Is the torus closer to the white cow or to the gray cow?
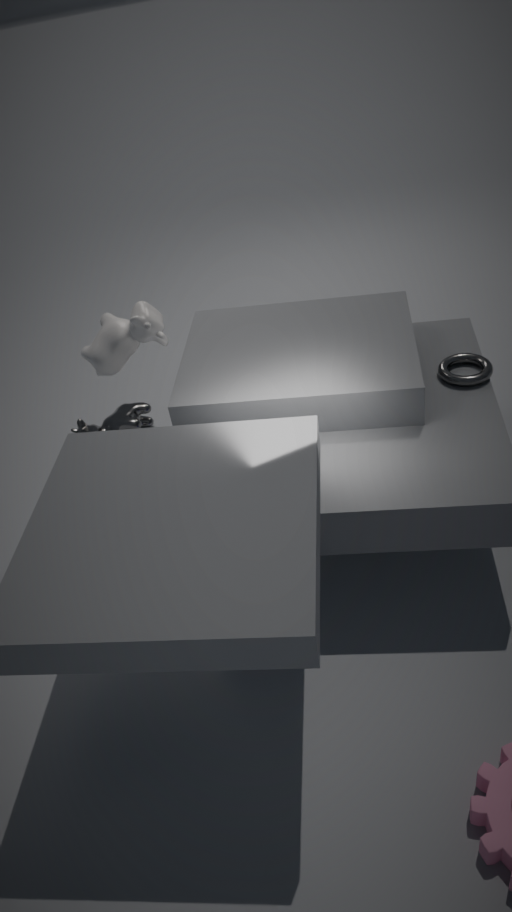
the white cow
